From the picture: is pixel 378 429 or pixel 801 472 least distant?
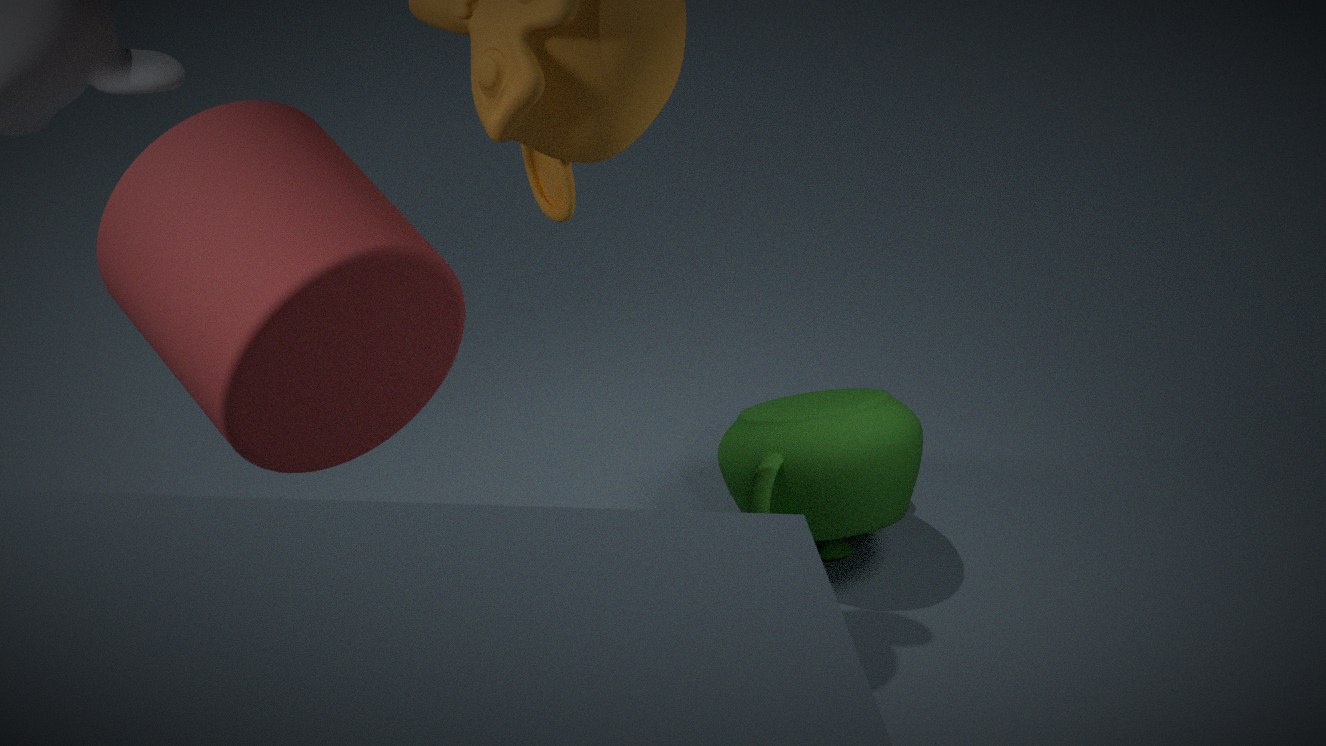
pixel 378 429
